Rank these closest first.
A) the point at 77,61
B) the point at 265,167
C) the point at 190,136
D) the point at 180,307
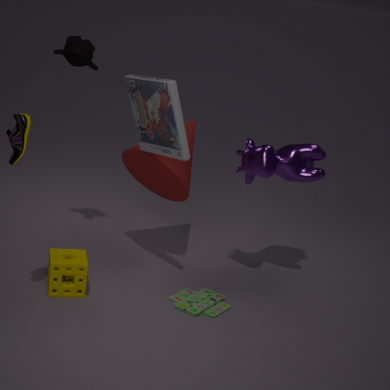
D. the point at 180,307 < B. the point at 265,167 < A. the point at 77,61 < C. the point at 190,136
